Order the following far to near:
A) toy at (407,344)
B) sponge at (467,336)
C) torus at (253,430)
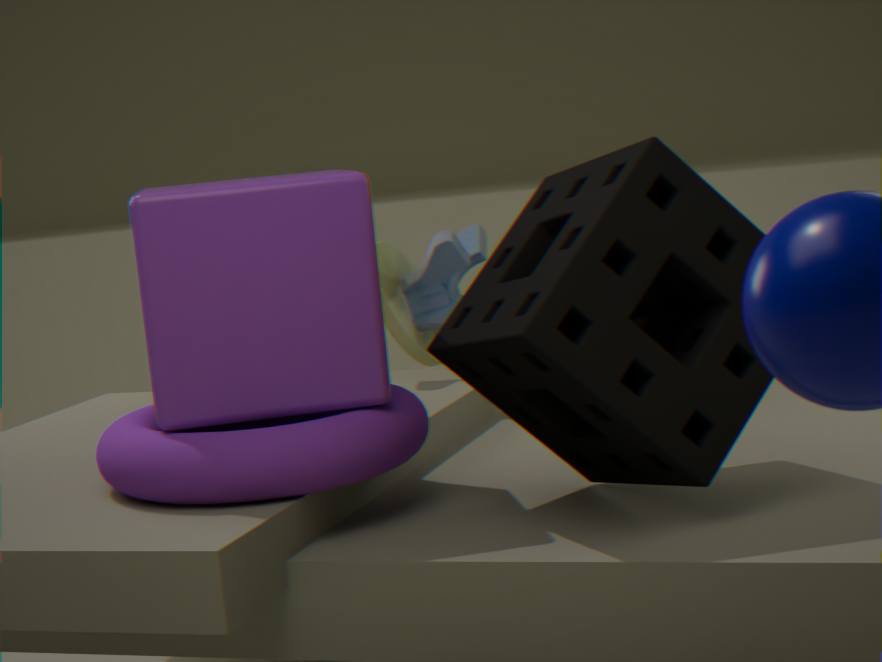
toy at (407,344) < torus at (253,430) < sponge at (467,336)
